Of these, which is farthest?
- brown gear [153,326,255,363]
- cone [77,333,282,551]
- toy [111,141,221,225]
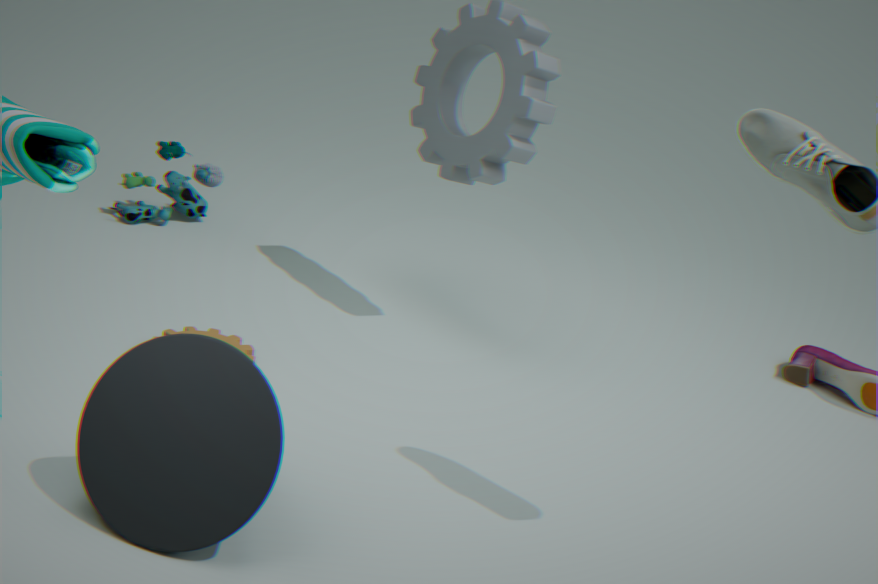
toy [111,141,221,225]
